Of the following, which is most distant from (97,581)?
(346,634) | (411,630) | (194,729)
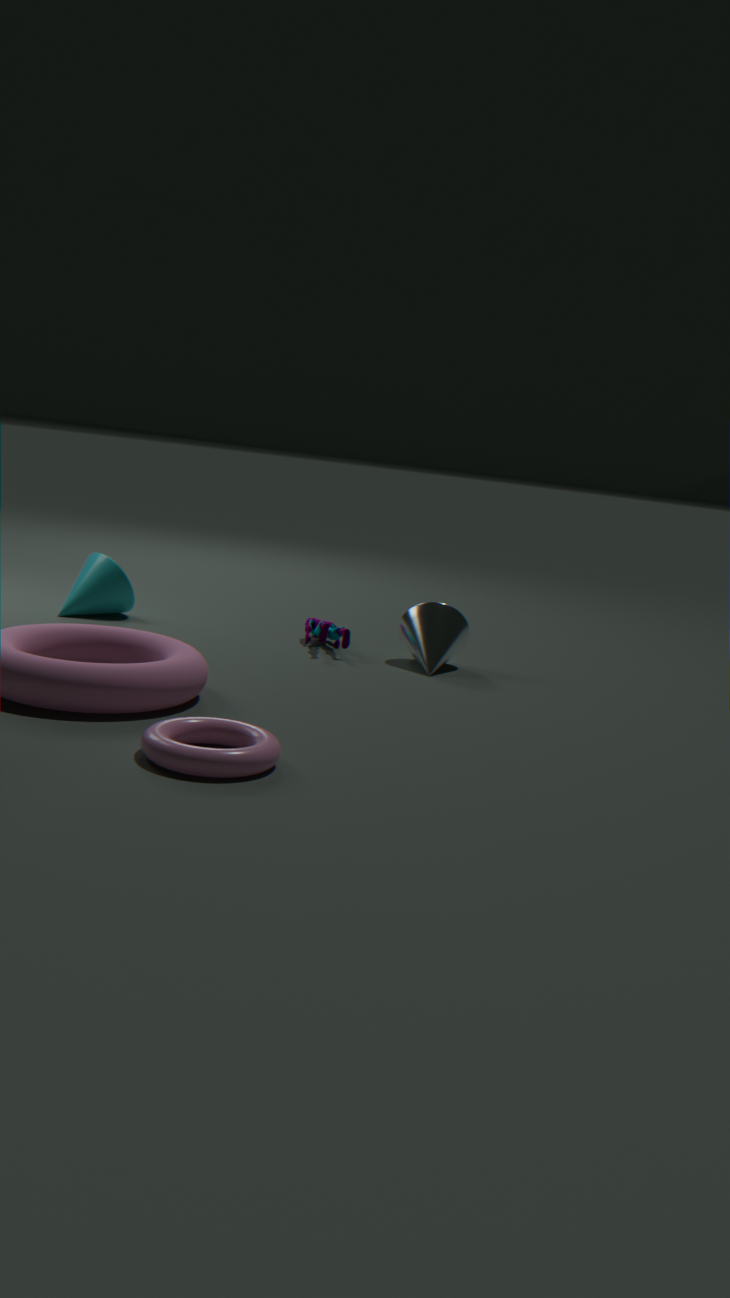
(194,729)
